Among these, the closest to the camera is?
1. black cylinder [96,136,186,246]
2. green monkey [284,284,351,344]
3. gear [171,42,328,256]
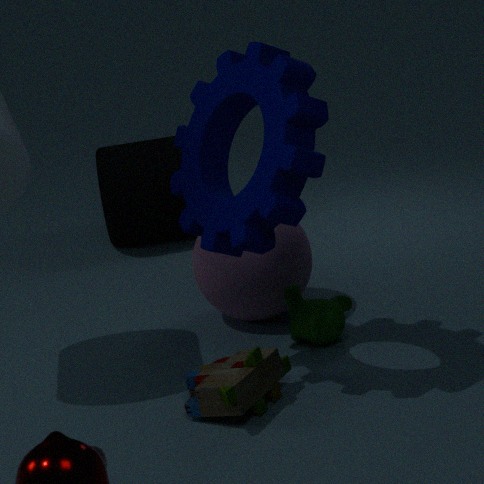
gear [171,42,328,256]
